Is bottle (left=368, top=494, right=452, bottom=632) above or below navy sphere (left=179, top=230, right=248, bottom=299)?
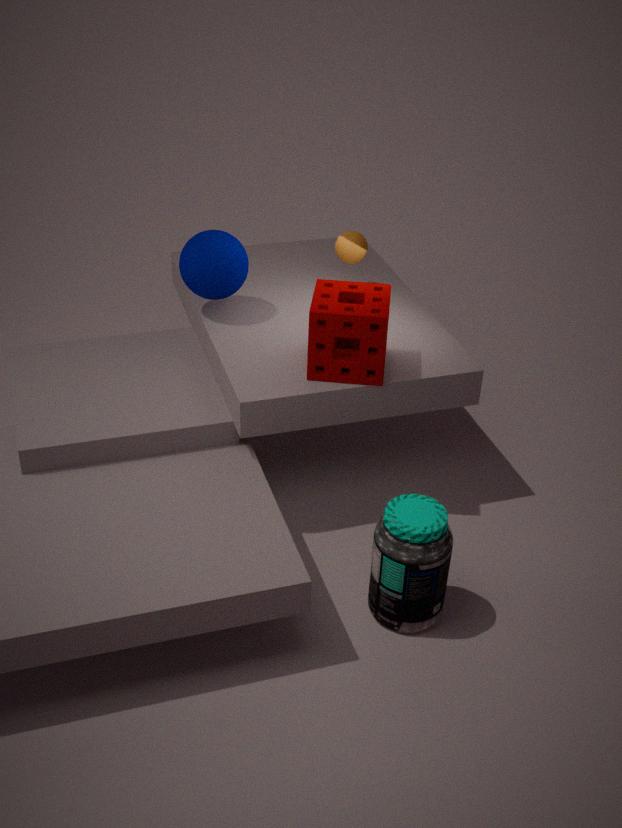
below
